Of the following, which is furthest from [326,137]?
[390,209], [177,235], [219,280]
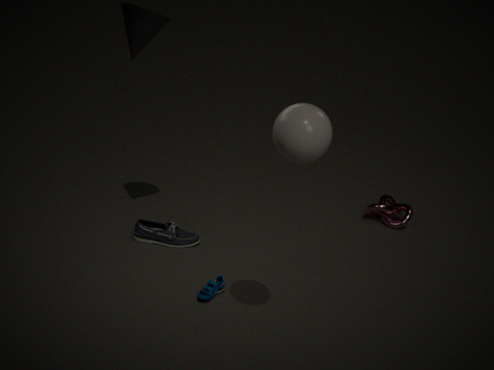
[390,209]
